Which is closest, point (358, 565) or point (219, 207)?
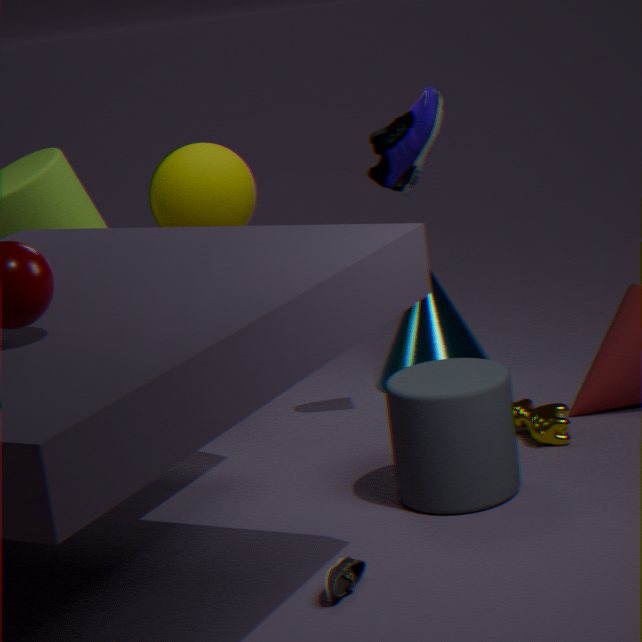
point (358, 565)
